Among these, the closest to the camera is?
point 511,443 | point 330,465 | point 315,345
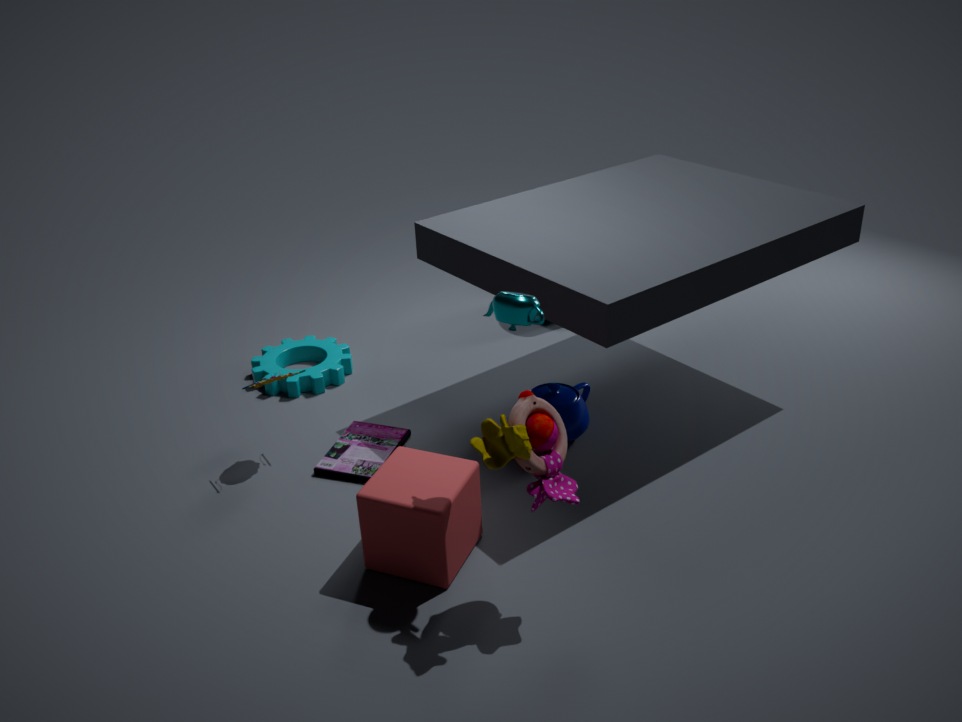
point 511,443
